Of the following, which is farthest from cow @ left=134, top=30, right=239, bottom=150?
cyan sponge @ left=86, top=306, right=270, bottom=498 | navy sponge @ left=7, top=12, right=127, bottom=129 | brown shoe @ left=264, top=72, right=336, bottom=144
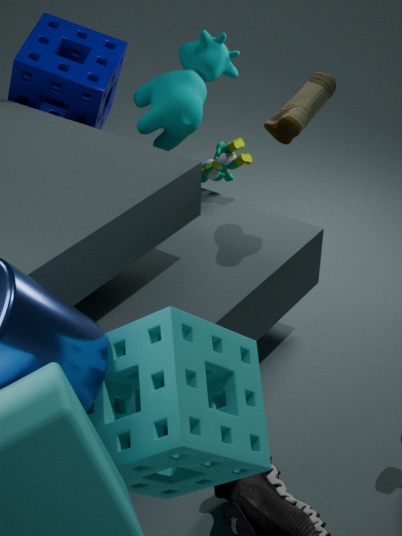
cyan sponge @ left=86, top=306, right=270, bottom=498
